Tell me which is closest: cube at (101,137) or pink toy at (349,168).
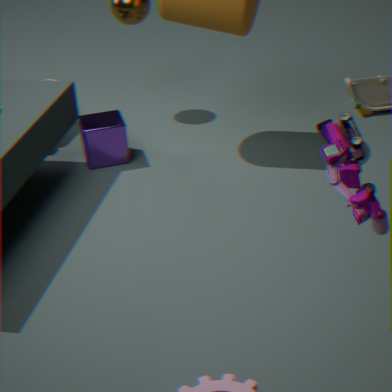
pink toy at (349,168)
